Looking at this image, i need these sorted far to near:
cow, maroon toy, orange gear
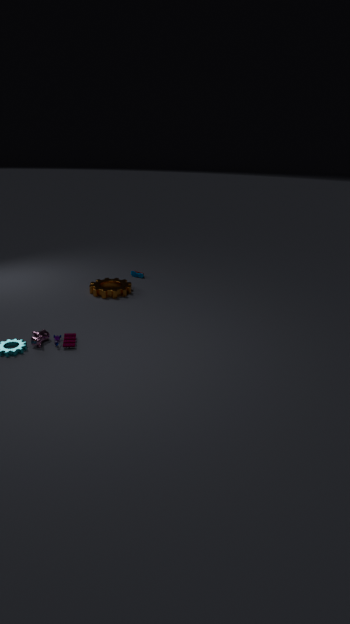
orange gear, maroon toy, cow
